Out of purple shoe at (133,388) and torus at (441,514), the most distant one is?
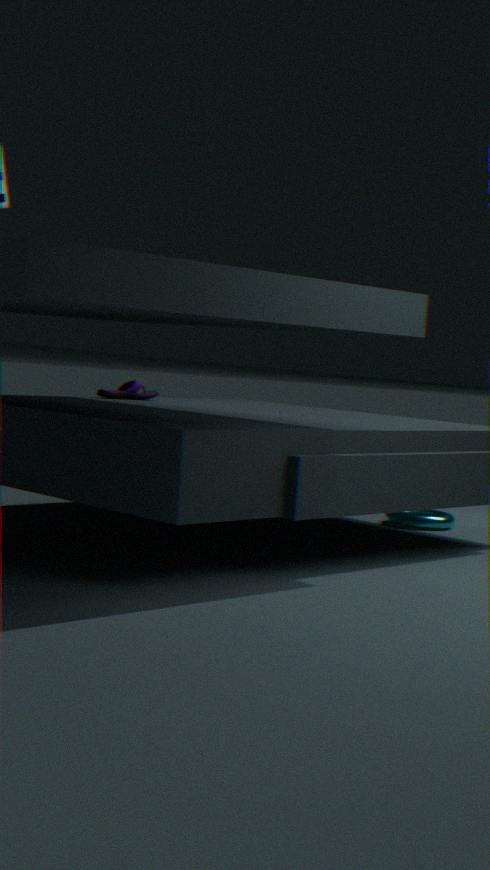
torus at (441,514)
